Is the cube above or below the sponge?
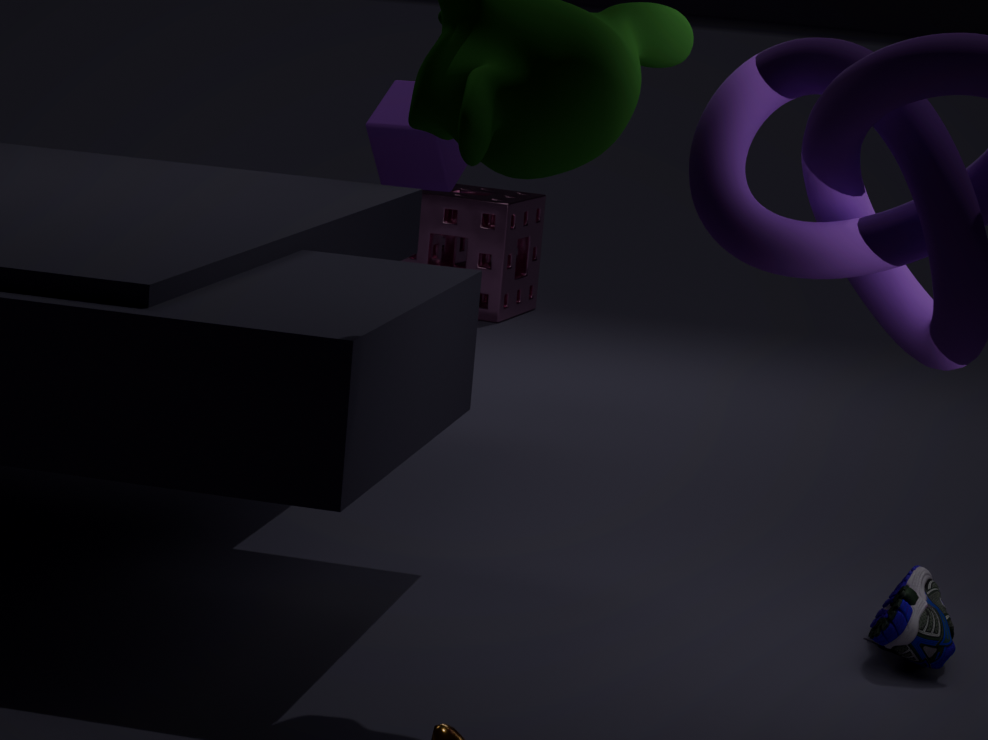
above
